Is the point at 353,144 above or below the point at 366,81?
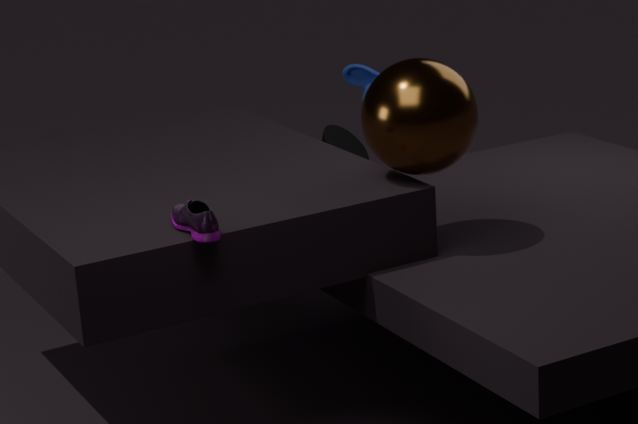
below
